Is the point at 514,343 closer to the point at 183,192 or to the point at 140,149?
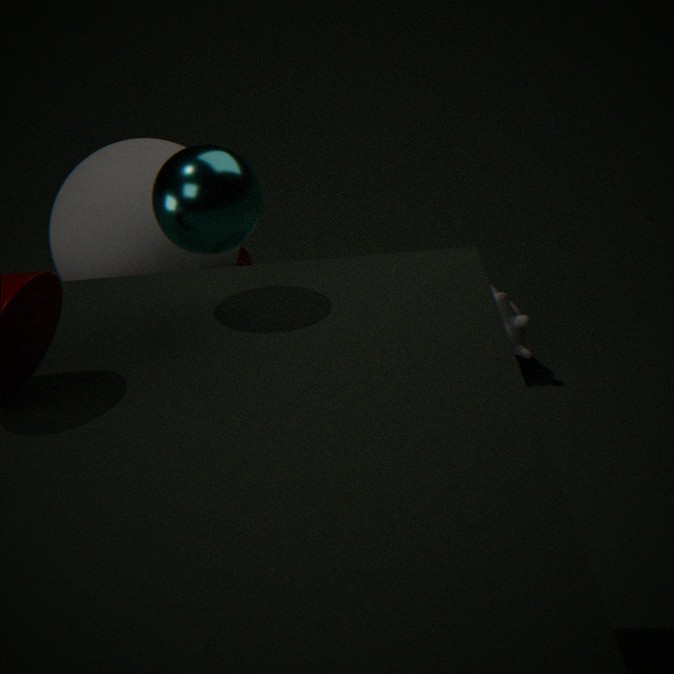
the point at 140,149
